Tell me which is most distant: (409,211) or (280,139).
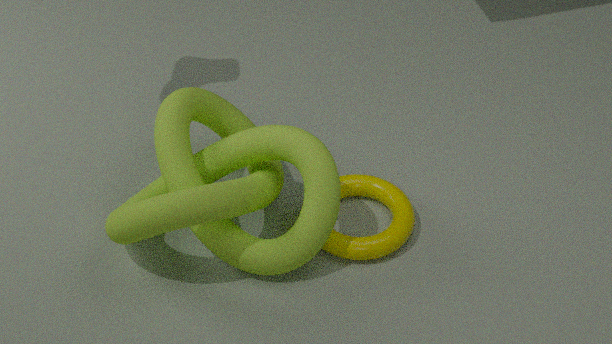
(409,211)
